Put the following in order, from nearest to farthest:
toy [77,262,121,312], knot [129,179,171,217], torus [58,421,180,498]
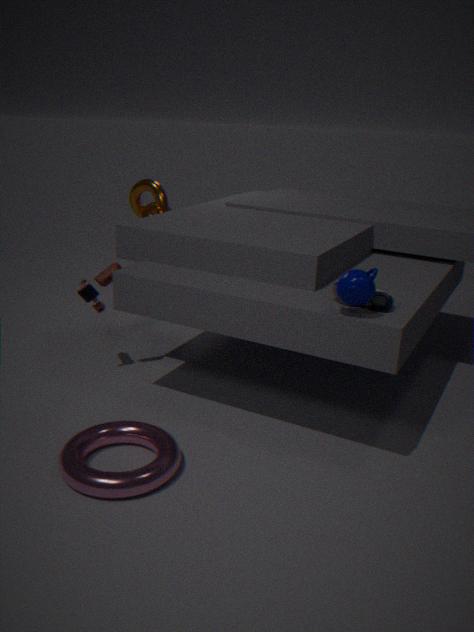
torus [58,421,180,498]
toy [77,262,121,312]
knot [129,179,171,217]
